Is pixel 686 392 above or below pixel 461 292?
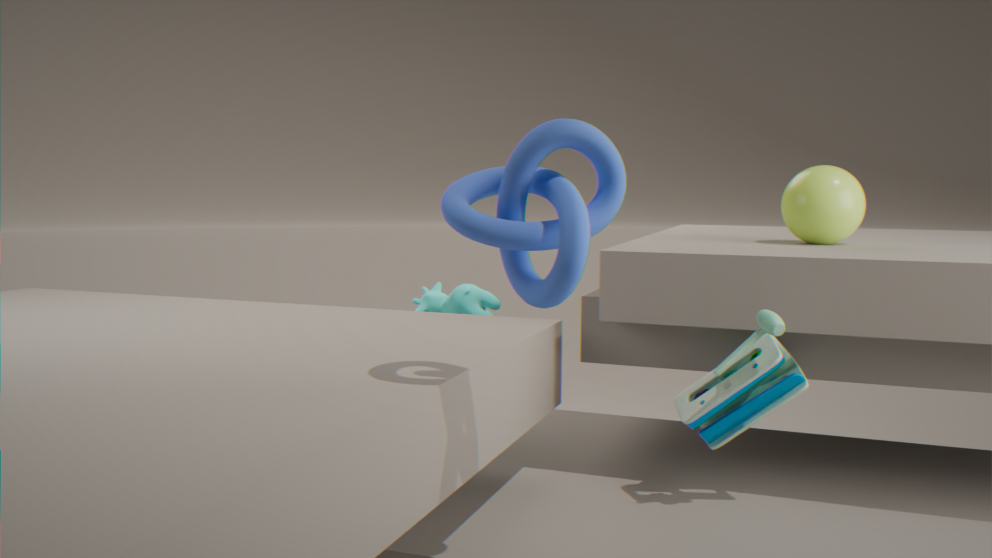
below
